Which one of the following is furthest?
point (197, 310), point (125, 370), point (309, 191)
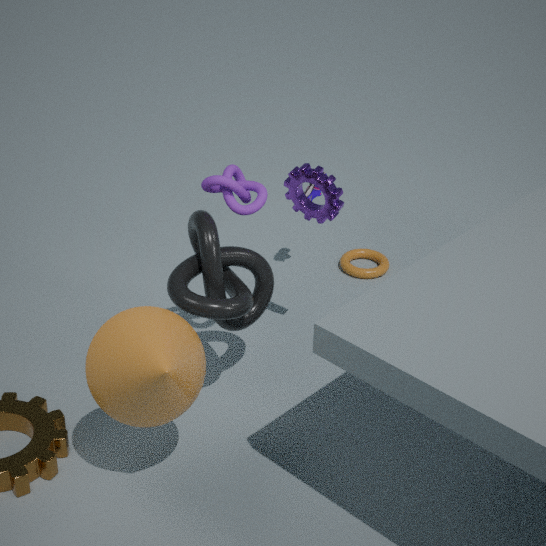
point (309, 191)
